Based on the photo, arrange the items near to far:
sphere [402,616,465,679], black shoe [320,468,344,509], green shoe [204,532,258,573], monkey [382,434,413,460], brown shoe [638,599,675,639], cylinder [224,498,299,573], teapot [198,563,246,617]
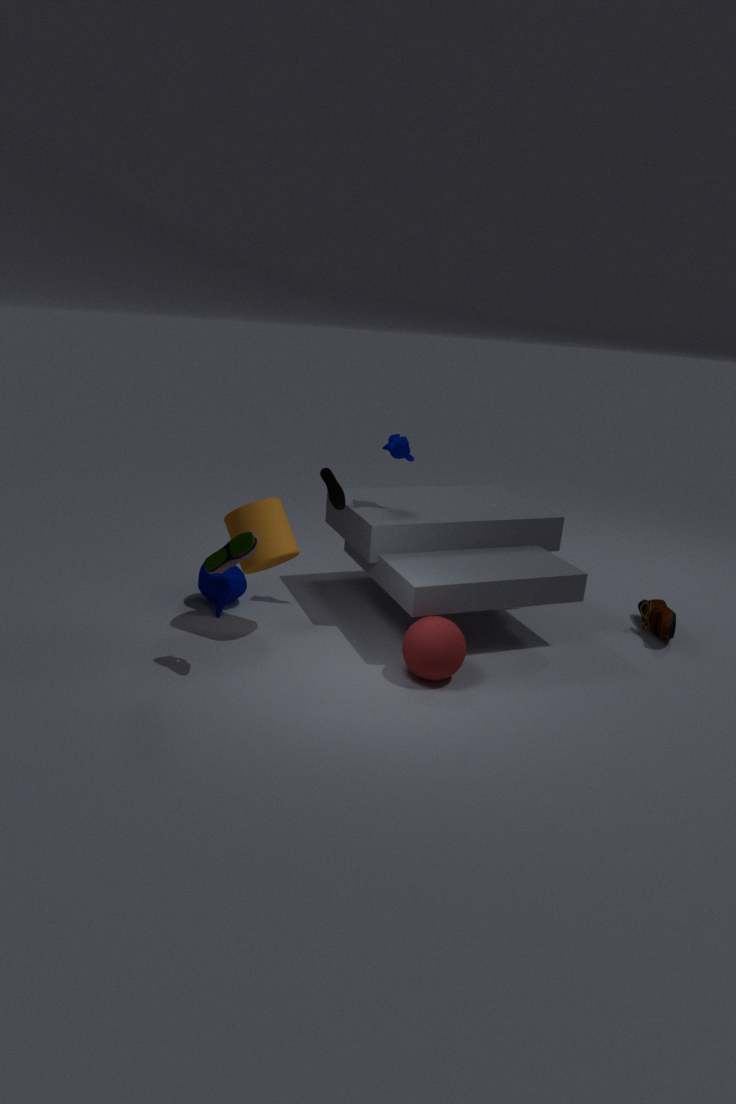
1. green shoe [204,532,258,573]
2. sphere [402,616,465,679]
3. cylinder [224,498,299,573]
4. brown shoe [638,599,675,639]
5. black shoe [320,468,344,509]
6. monkey [382,434,413,460]
7. teapot [198,563,246,617]
